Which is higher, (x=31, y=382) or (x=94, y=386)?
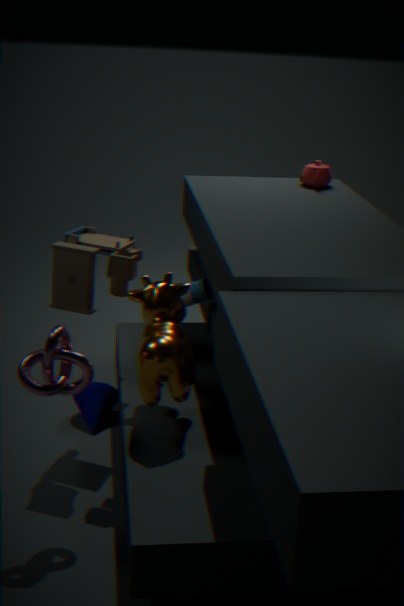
(x=31, y=382)
